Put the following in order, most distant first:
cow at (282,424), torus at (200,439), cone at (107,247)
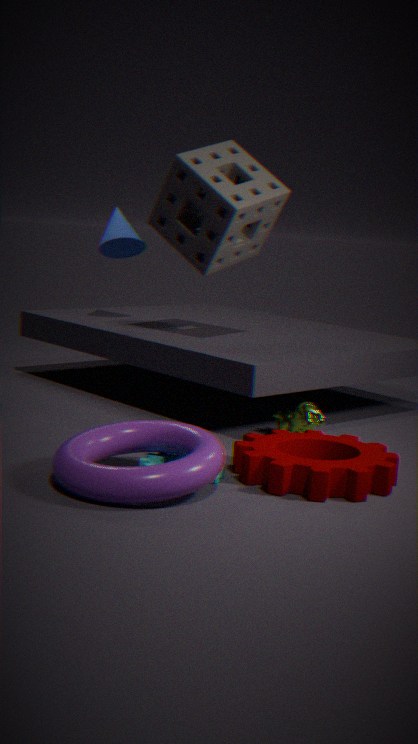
cone at (107,247) < cow at (282,424) < torus at (200,439)
